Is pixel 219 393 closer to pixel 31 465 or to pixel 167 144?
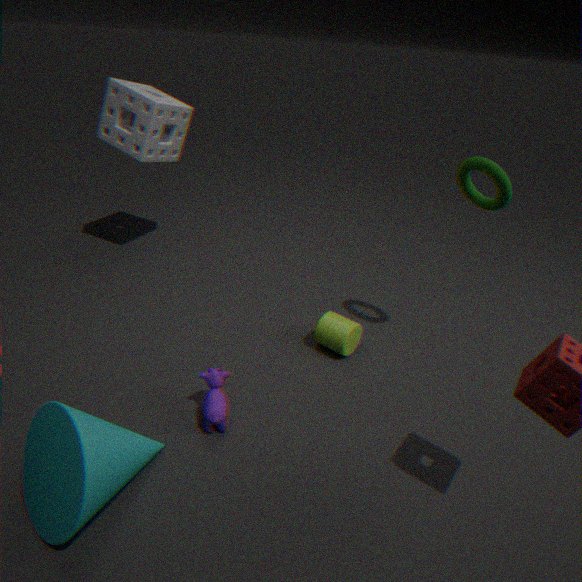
pixel 31 465
